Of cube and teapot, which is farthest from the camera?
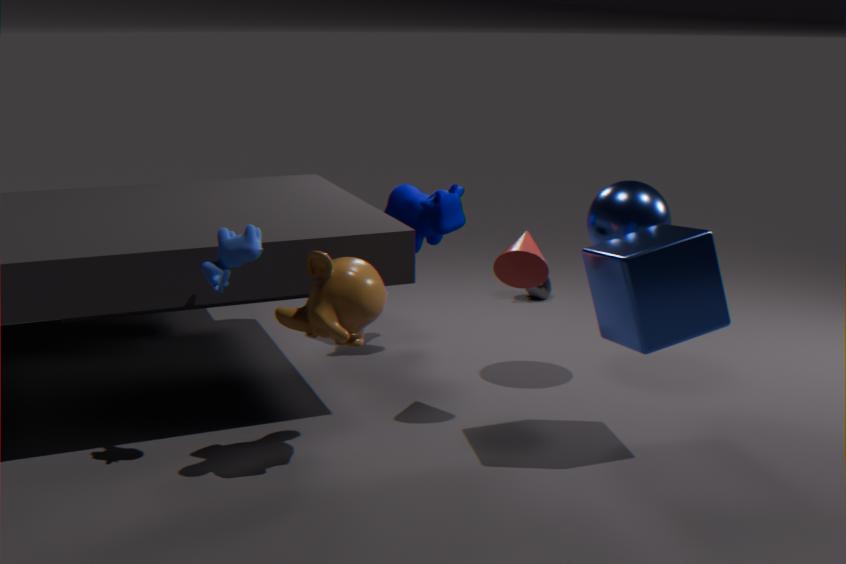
teapot
